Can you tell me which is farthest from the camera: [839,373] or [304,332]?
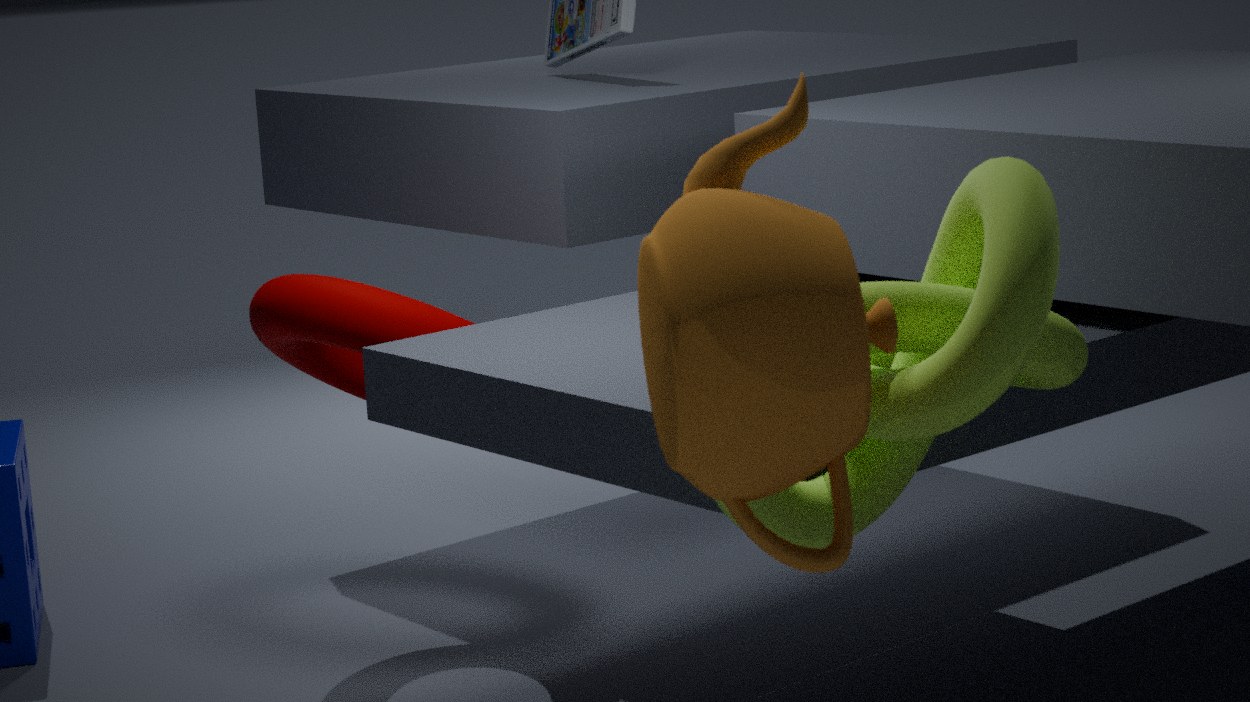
[304,332]
